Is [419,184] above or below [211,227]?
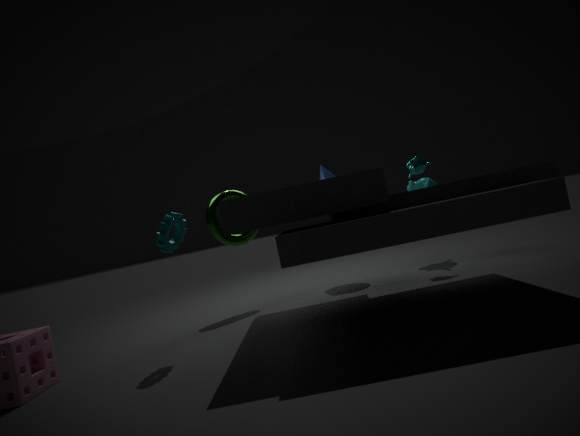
below
